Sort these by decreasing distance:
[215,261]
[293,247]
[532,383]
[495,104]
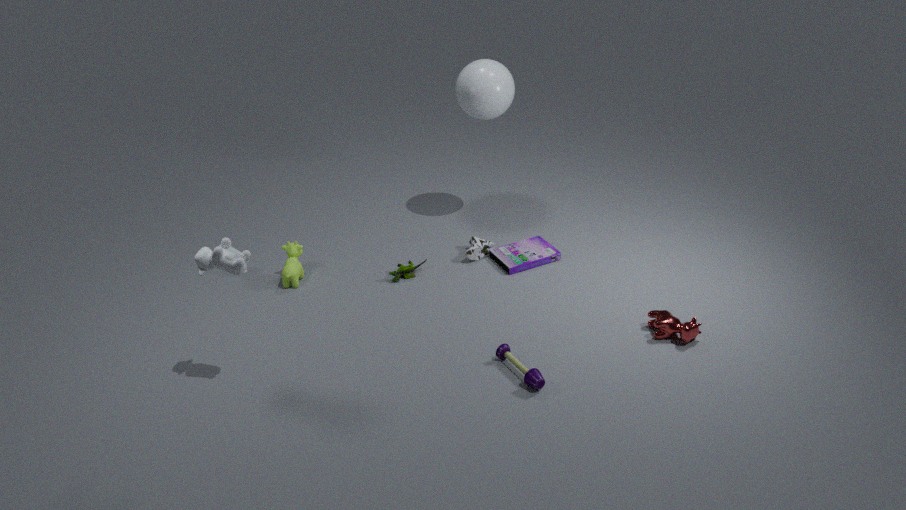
[495,104], [293,247], [532,383], [215,261]
